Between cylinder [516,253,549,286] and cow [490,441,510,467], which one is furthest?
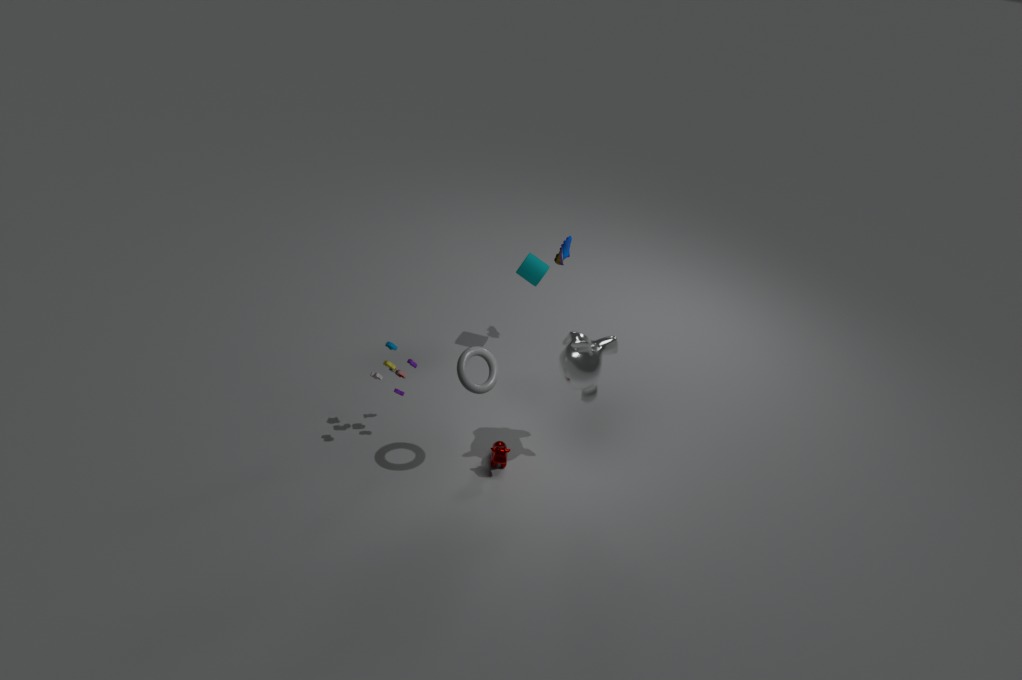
cylinder [516,253,549,286]
